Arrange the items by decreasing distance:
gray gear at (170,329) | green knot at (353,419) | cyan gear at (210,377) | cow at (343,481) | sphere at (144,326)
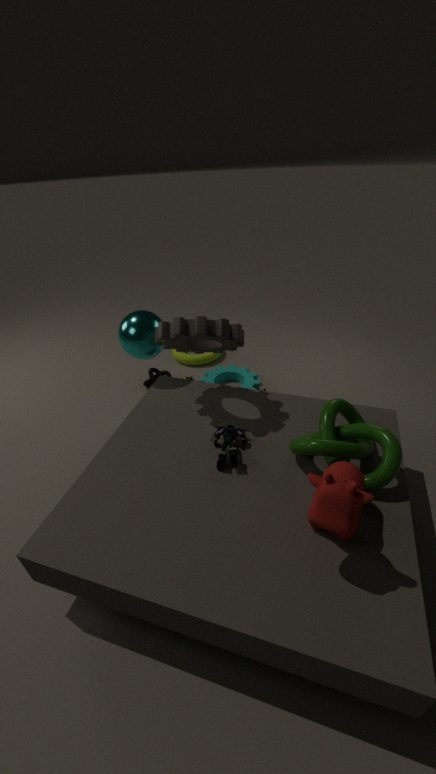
cyan gear at (210,377) < sphere at (144,326) < gray gear at (170,329) < green knot at (353,419) < cow at (343,481)
